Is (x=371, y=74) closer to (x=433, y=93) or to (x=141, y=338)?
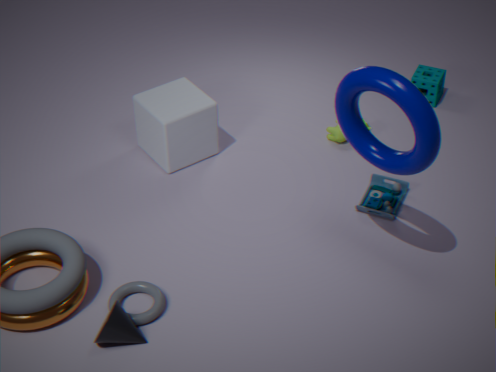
(x=141, y=338)
